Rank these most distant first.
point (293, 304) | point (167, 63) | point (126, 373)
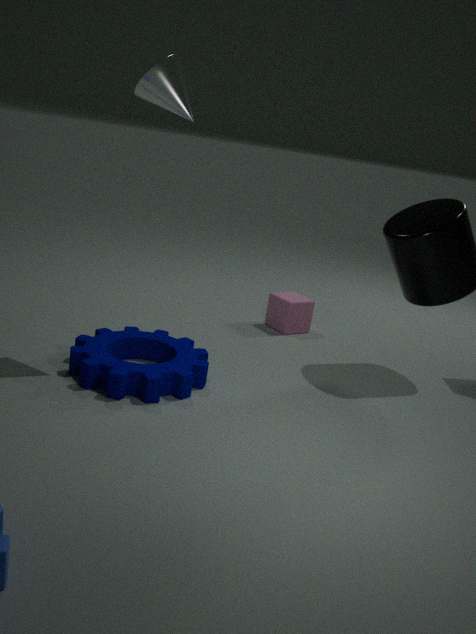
point (293, 304) < point (126, 373) < point (167, 63)
